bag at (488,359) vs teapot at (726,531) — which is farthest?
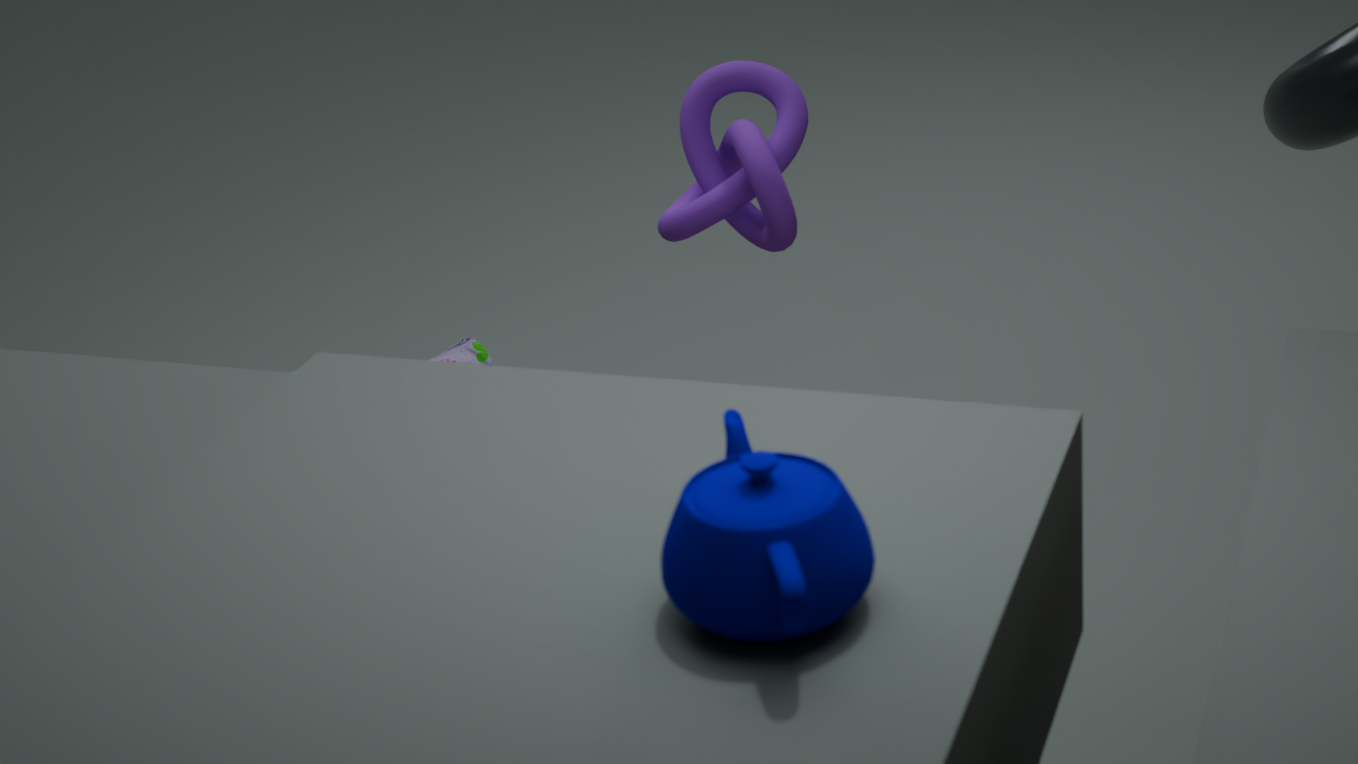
bag at (488,359)
